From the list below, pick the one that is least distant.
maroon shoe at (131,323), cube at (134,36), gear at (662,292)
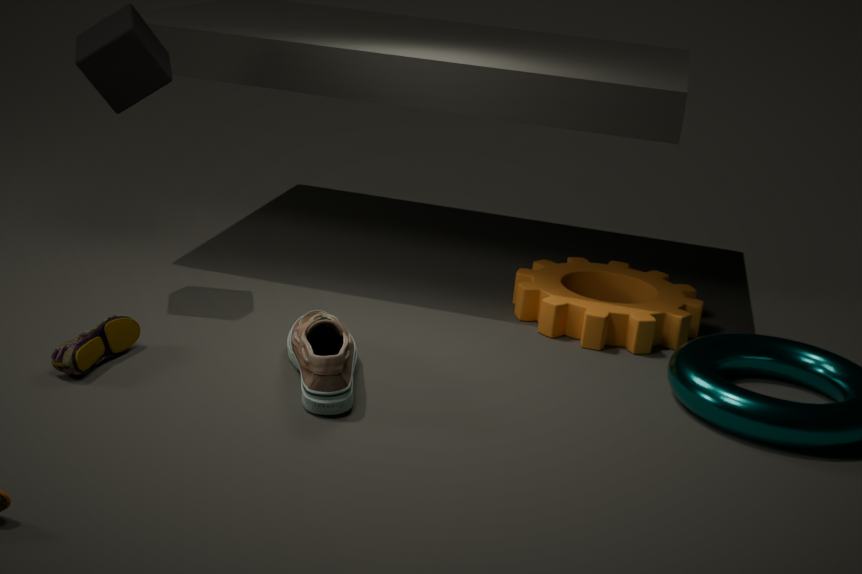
maroon shoe at (131,323)
